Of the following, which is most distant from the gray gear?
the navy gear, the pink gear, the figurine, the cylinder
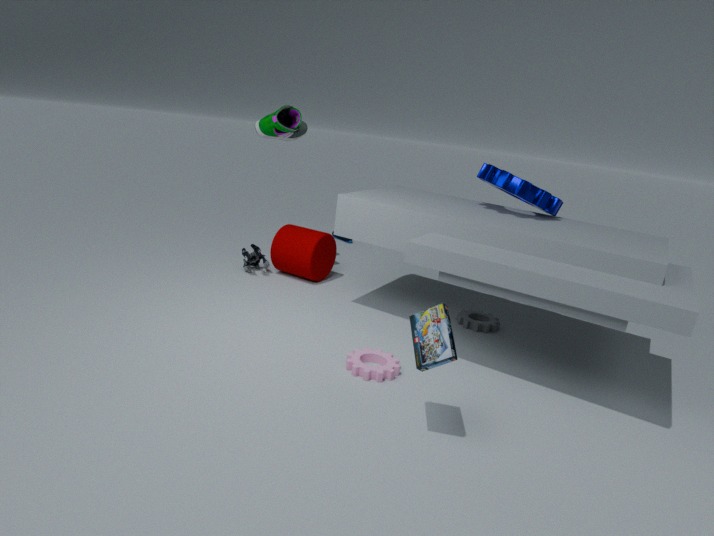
the figurine
